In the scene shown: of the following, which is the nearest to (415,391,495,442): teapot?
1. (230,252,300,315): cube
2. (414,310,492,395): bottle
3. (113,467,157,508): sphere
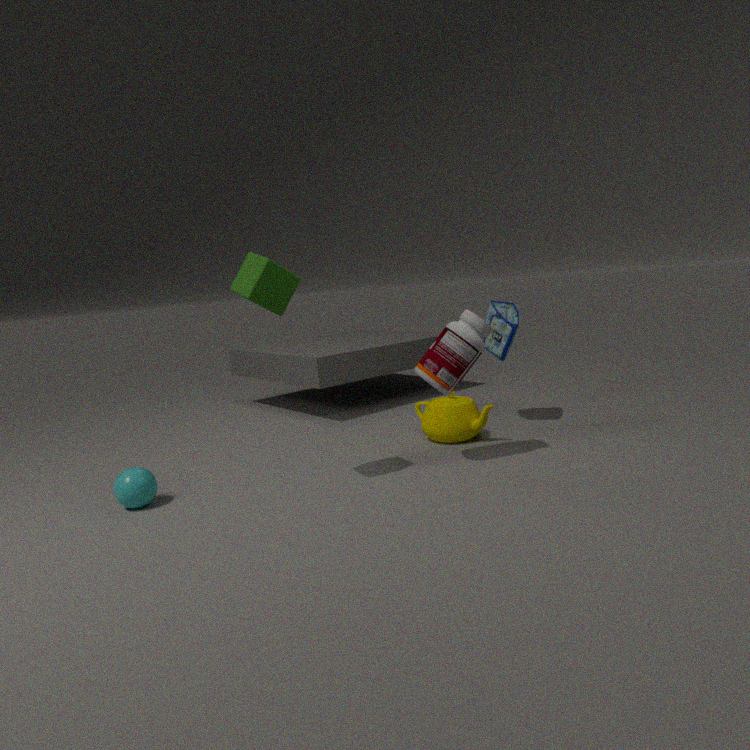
(414,310,492,395): bottle
